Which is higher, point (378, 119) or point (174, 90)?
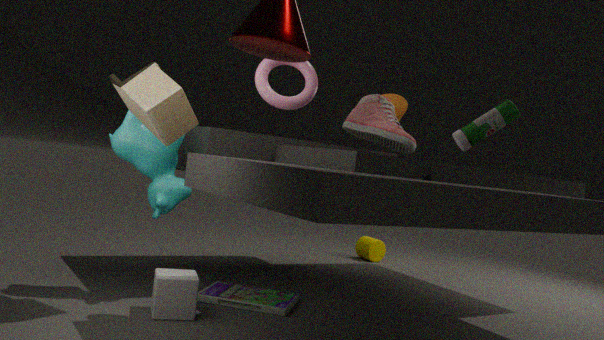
point (378, 119)
